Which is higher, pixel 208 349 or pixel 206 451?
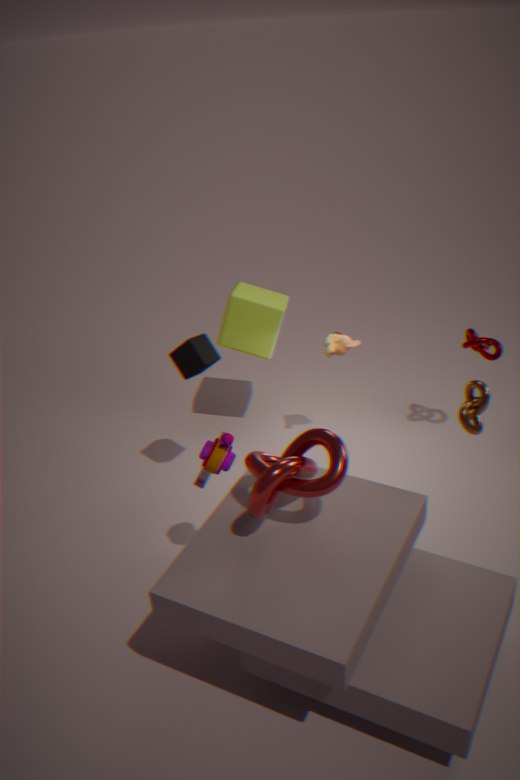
pixel 208 349
